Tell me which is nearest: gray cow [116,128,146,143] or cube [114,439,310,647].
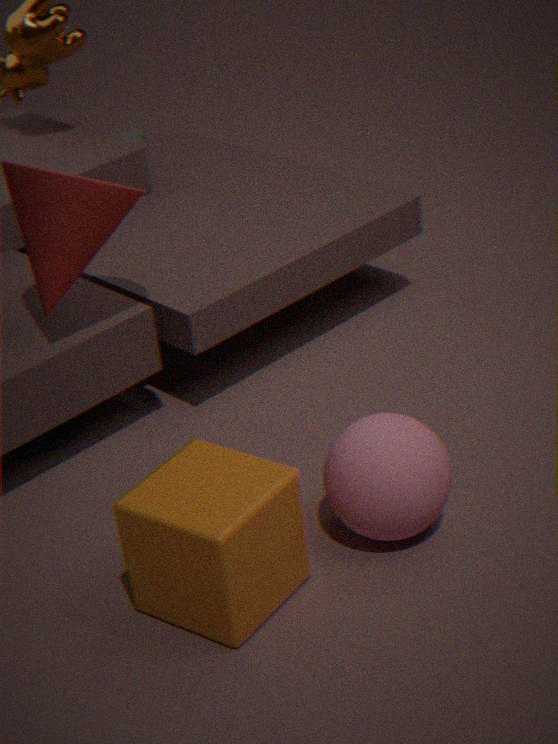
cube [114,439,310,647]
